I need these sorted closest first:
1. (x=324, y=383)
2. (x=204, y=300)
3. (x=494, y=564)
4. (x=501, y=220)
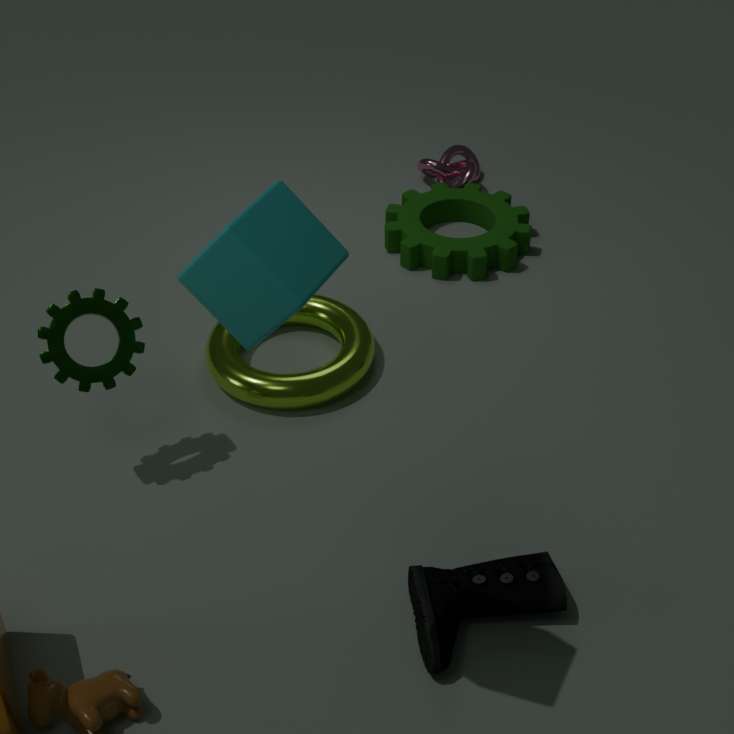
(x=204, y=300), (x=494, y=564), (x=324, y=383), (x=501, y=220)
